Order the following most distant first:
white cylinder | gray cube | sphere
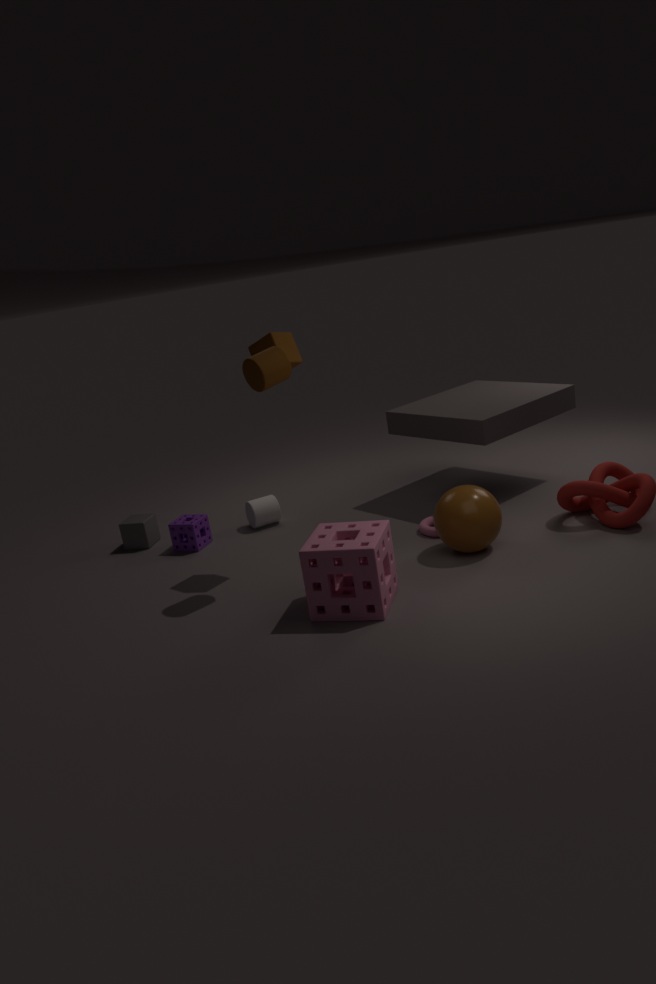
white cylinder → gray cube → sphere
